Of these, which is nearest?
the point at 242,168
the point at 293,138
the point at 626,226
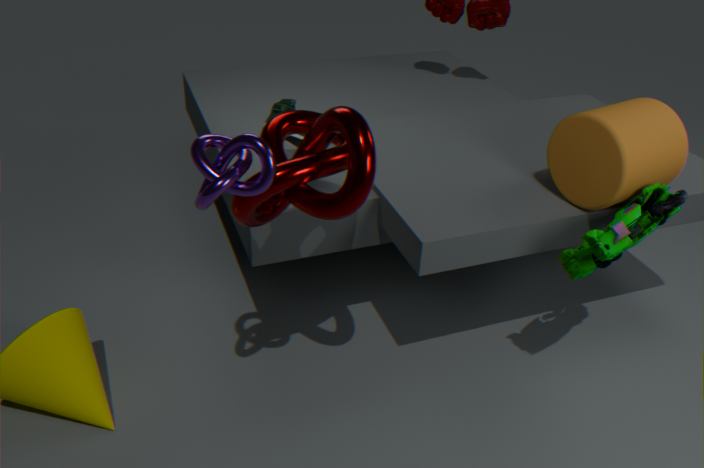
the point at 242,168
